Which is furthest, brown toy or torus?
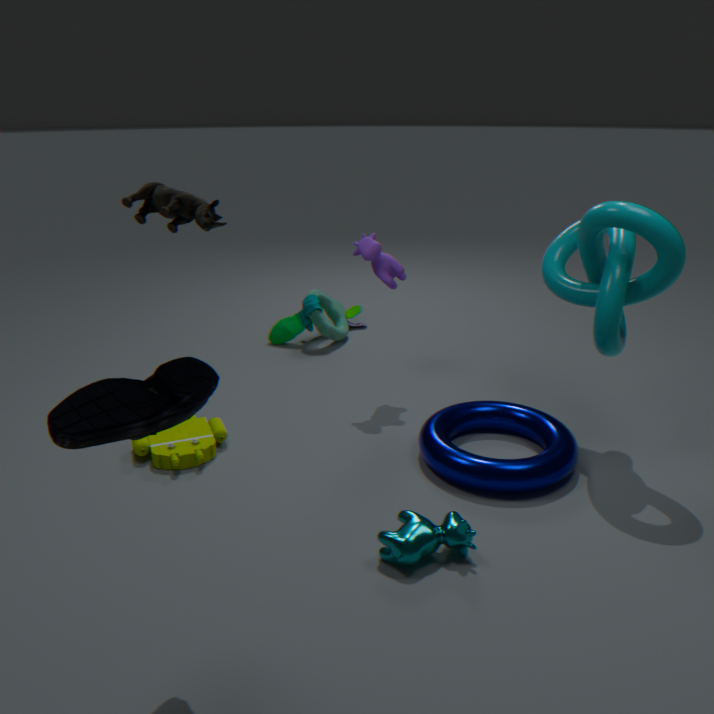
torus
